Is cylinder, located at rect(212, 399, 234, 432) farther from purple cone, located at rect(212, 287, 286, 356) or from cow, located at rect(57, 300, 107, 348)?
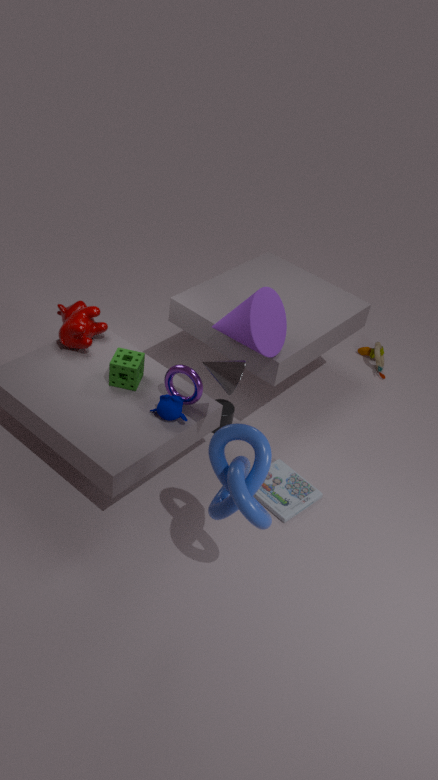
cow, located at rect(57, 300, 107, 348)
